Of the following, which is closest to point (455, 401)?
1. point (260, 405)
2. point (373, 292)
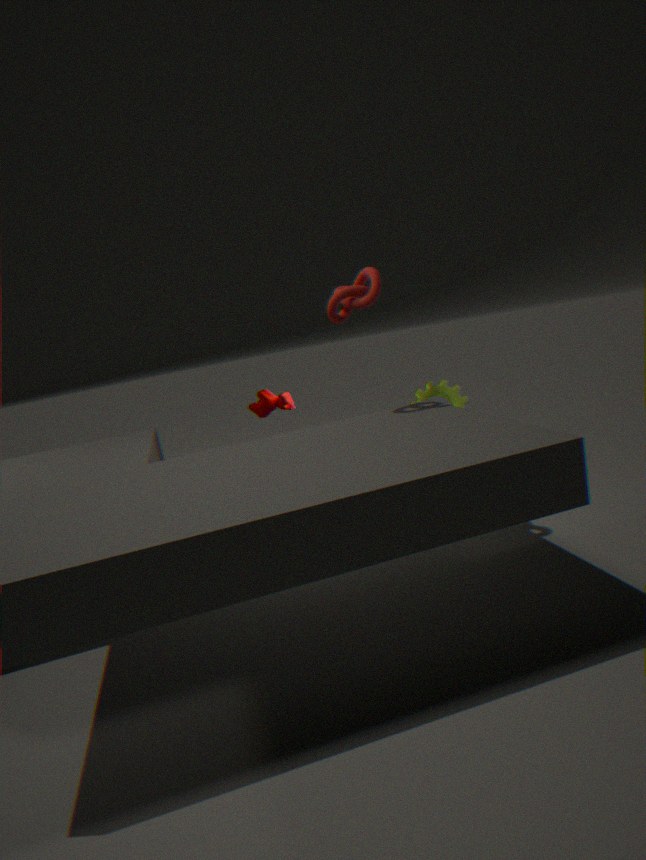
point (373, 292)
